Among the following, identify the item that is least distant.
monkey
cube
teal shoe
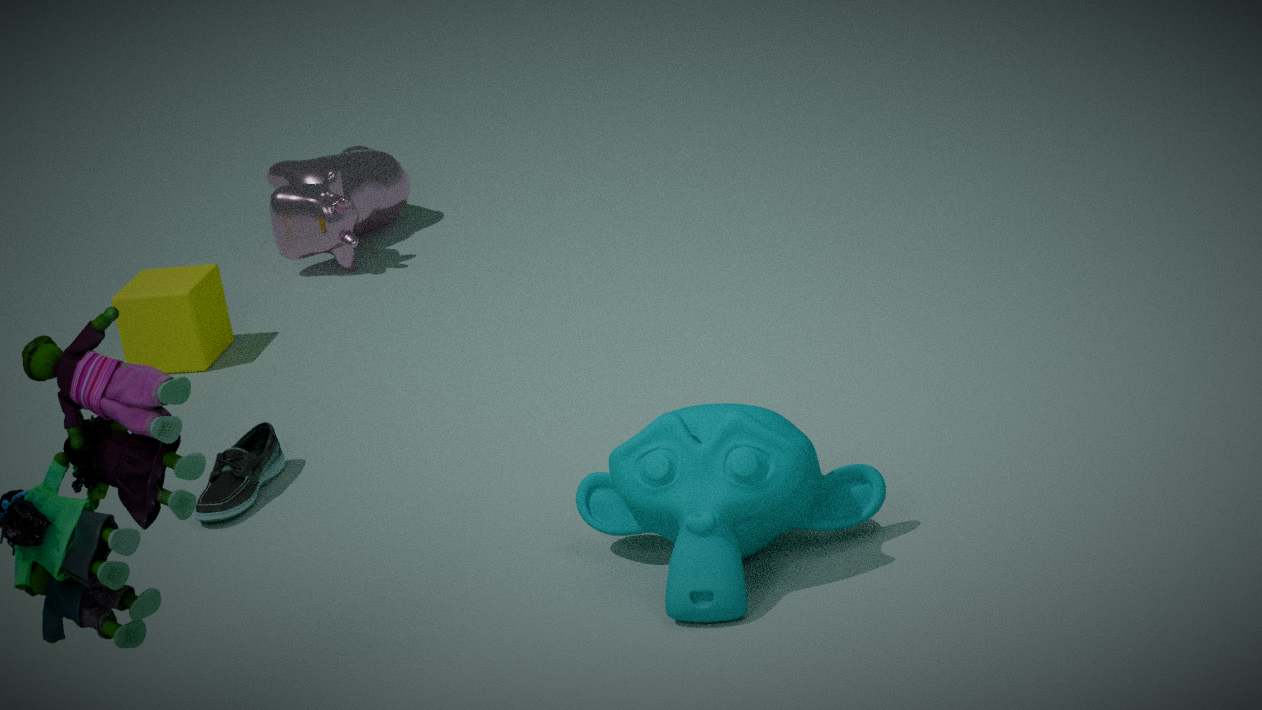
monkey
